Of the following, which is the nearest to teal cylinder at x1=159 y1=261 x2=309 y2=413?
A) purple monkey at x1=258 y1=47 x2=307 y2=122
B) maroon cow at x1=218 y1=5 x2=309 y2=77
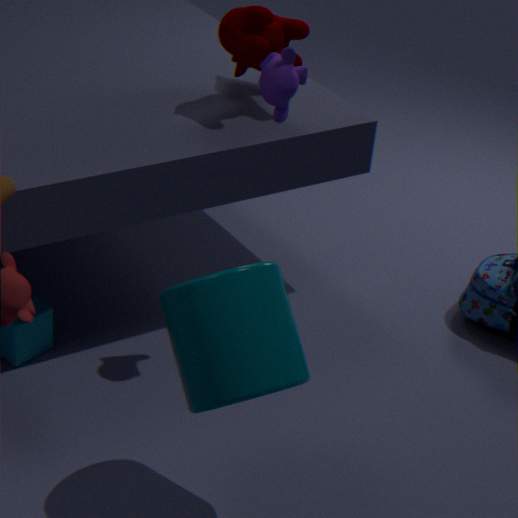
purple monkey at x1=258 y1=47 x2=307 y2=122
